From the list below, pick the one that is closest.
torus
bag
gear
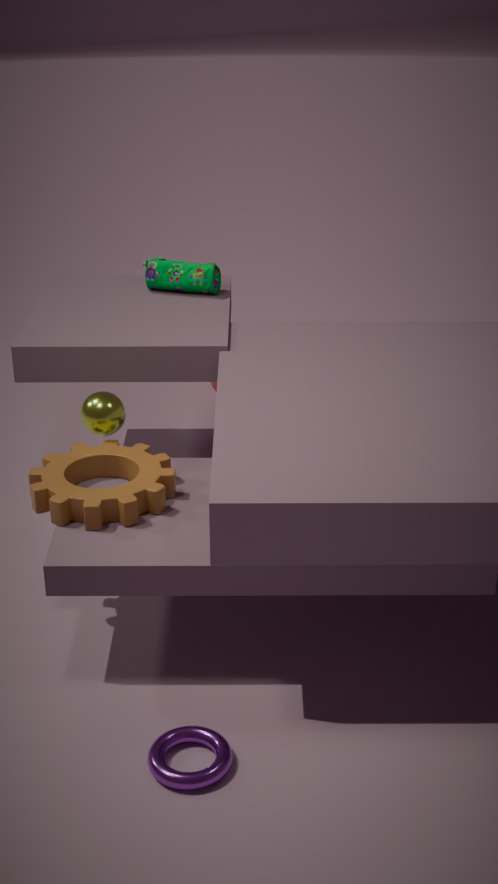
torus
